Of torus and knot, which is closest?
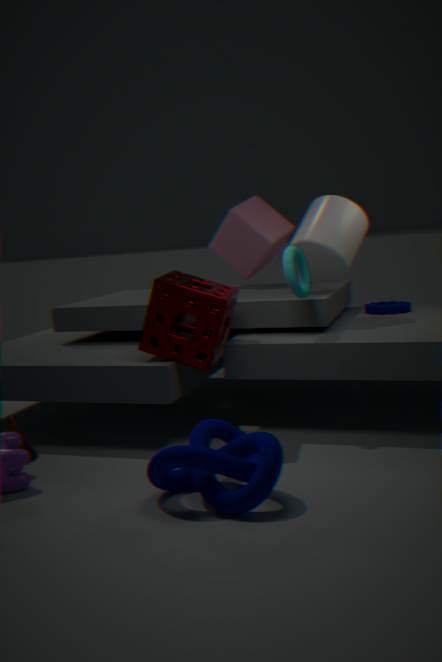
knot
